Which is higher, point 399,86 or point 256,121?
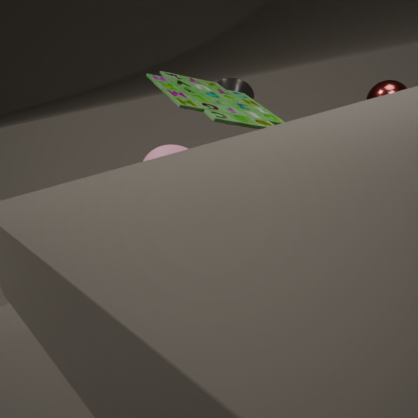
point 256,121
